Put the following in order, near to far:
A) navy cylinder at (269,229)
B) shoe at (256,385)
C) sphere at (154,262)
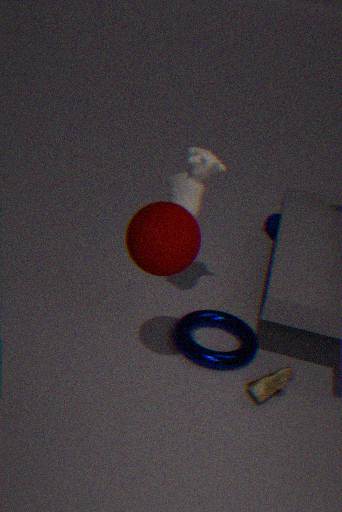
sphere at (154,262)
shoe at (256,385)
navy cylinder at (269,229)
